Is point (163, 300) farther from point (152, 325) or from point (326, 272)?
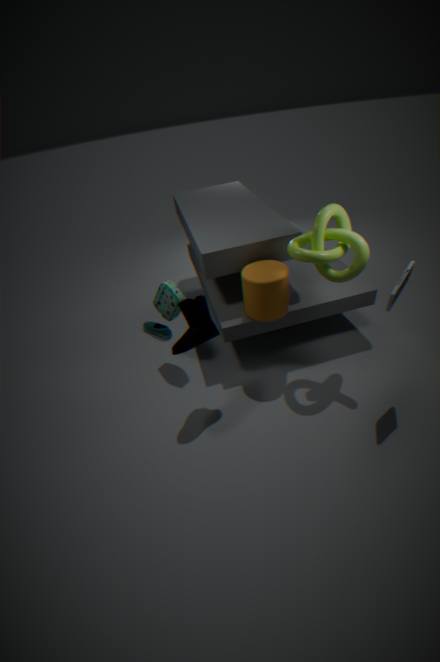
point (326, 272)
